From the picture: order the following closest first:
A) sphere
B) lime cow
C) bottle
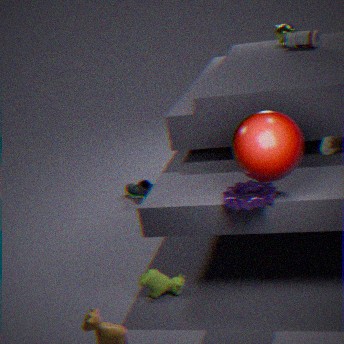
sphere, lime cow, bottle
